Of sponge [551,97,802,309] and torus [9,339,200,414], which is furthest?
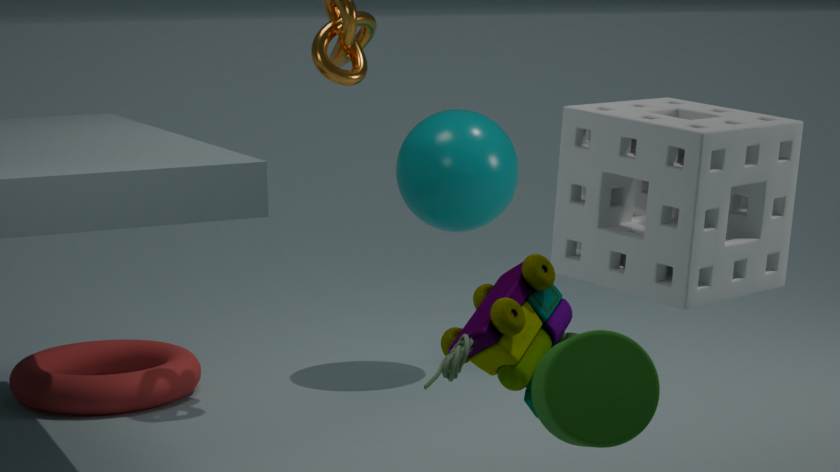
torus [9,339,200,414]
